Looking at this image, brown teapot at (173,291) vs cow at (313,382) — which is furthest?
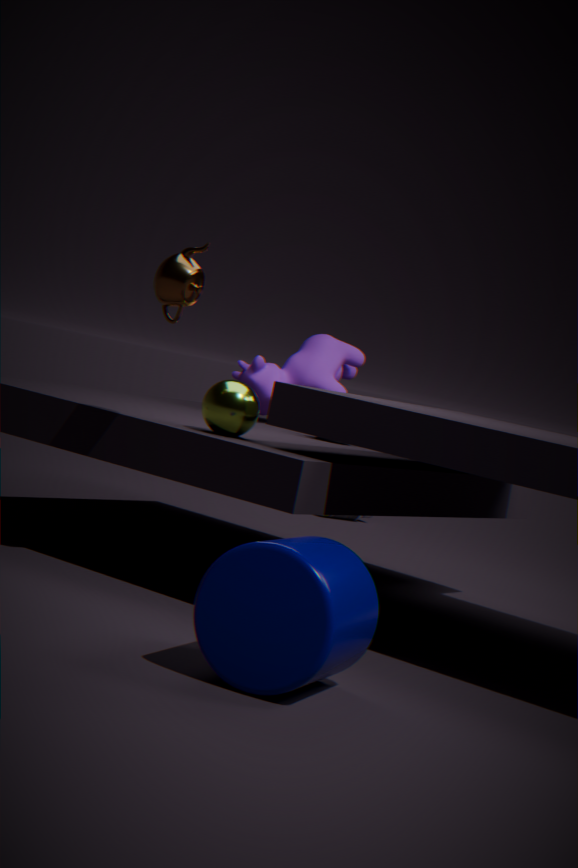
cow at (313,382)
